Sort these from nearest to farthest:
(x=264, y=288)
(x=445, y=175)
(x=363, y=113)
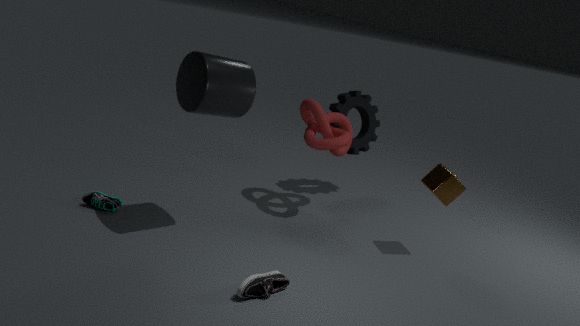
(x=264, y=288)
(x=445, y=175)
(x=363, y=113)
